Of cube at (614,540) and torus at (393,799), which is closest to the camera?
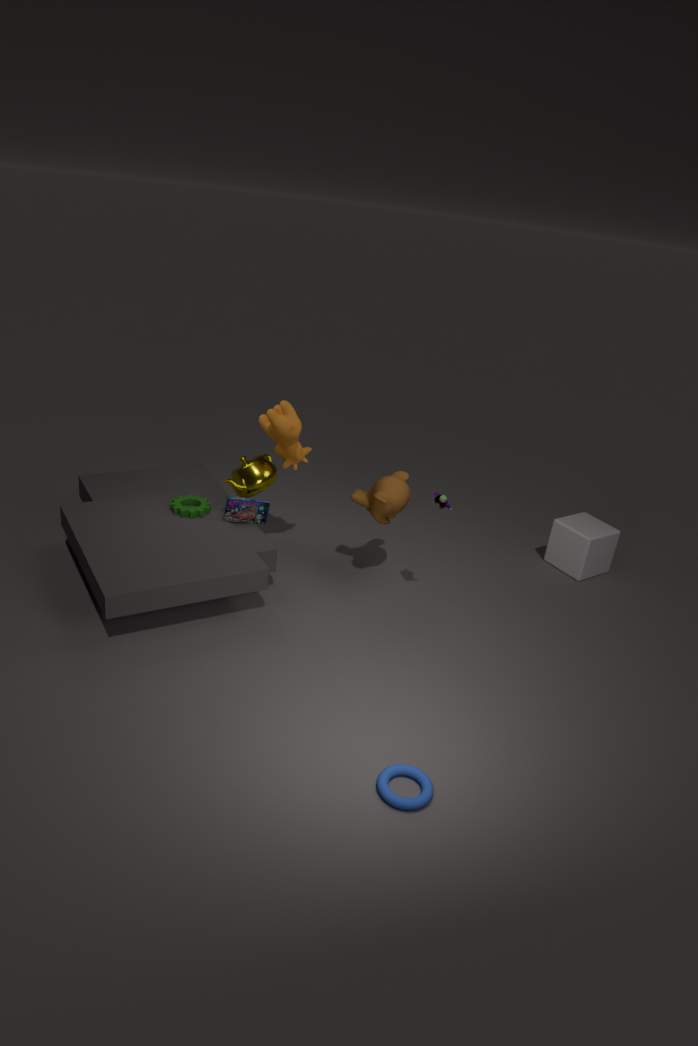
torus at (393,799)
